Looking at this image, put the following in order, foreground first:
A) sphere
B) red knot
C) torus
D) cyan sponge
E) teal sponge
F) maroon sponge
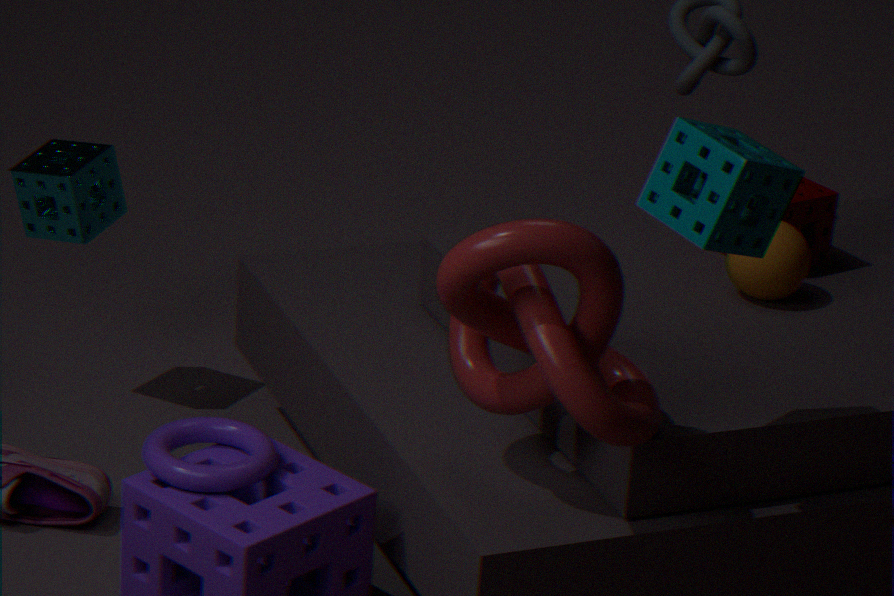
teal sponge → red knot → torus → sphere → maroon sponge → cyan sponge
